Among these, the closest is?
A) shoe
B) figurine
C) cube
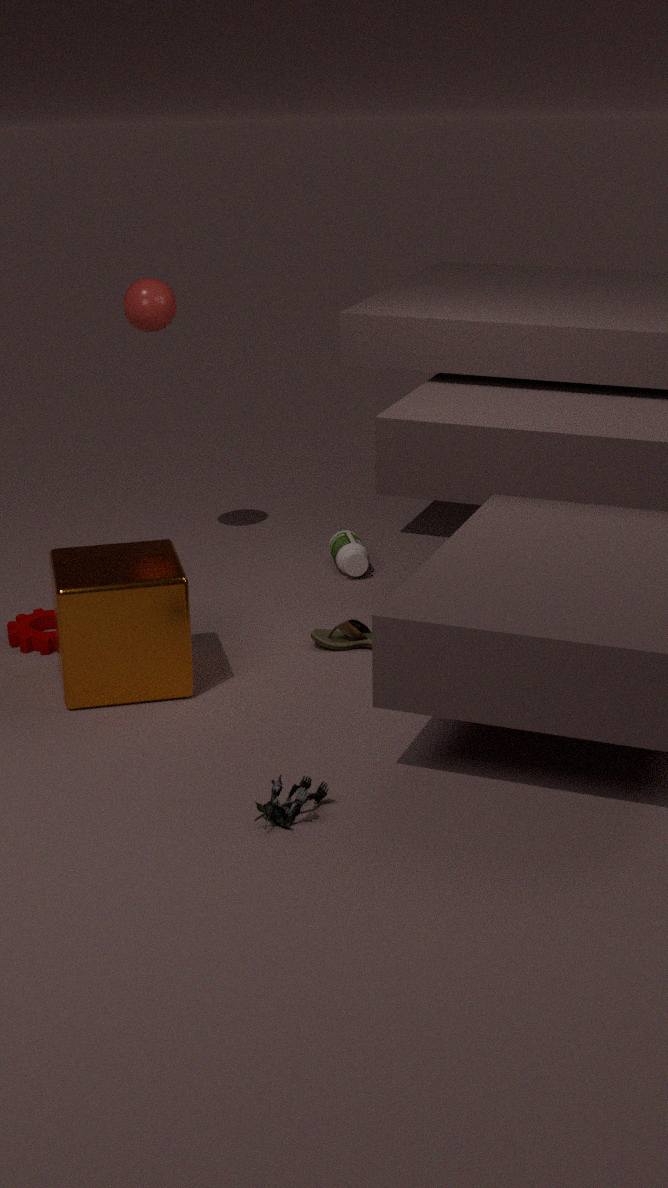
figurine
